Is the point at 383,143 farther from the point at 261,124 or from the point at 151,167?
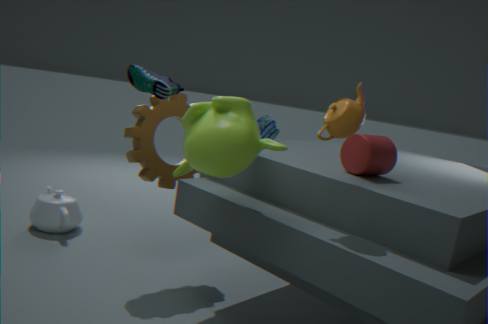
the point at 261,124
